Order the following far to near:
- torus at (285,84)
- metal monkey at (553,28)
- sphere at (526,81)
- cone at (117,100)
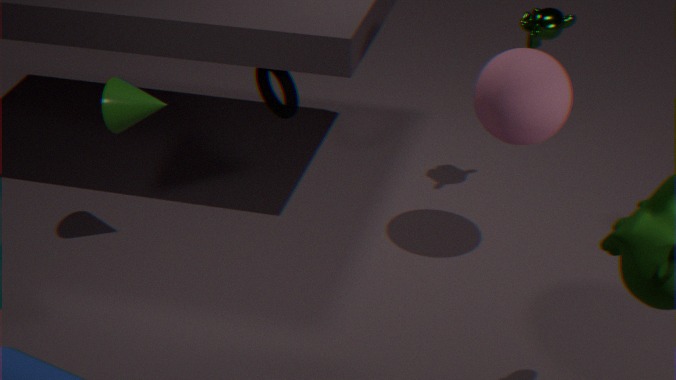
torus at (285,84) < metal monkey at (553,28) < cone at (117,100) < sphere at (526,81)
